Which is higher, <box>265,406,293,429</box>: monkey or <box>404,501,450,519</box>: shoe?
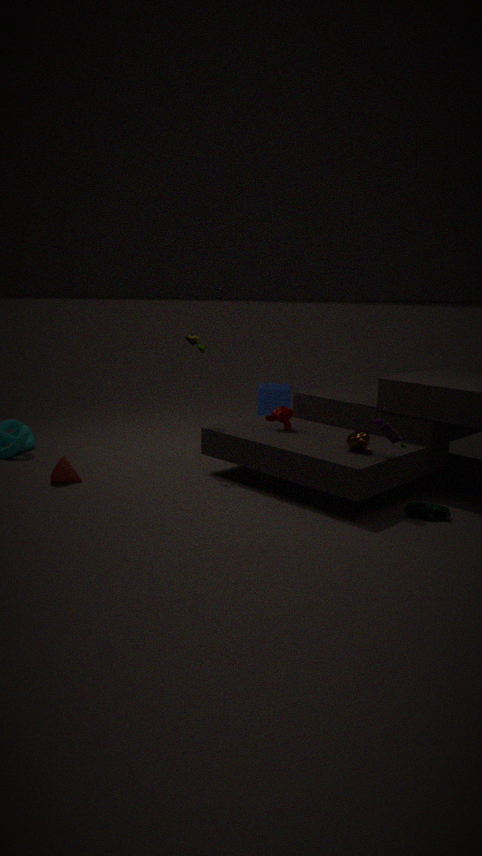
<box>265,406,293,429</box>: monkey
